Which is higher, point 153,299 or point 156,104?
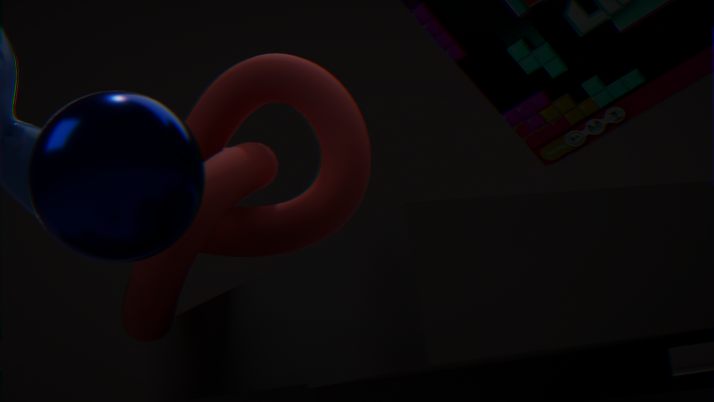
point 153,299
